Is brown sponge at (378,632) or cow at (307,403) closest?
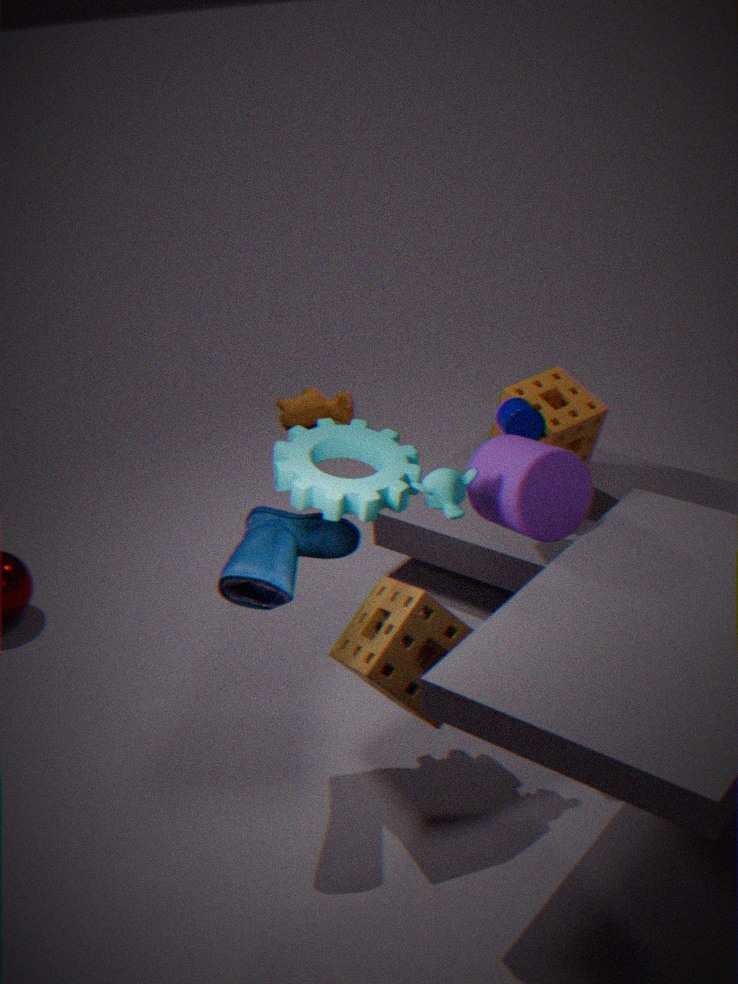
brown sponge at (378,632)
